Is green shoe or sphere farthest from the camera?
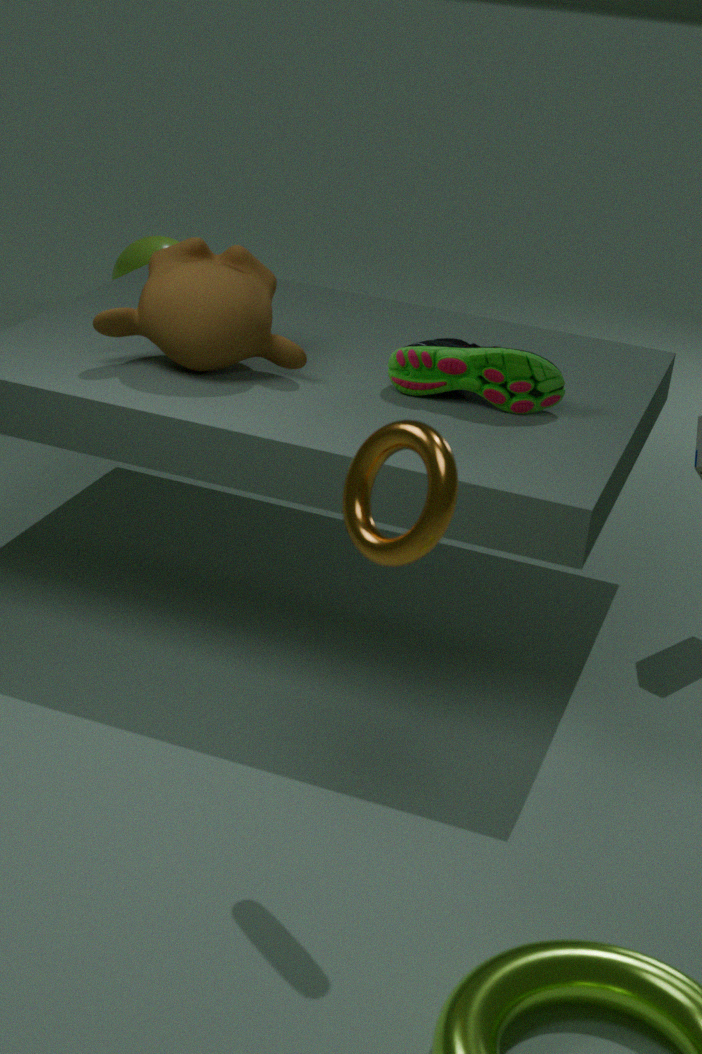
sphere
